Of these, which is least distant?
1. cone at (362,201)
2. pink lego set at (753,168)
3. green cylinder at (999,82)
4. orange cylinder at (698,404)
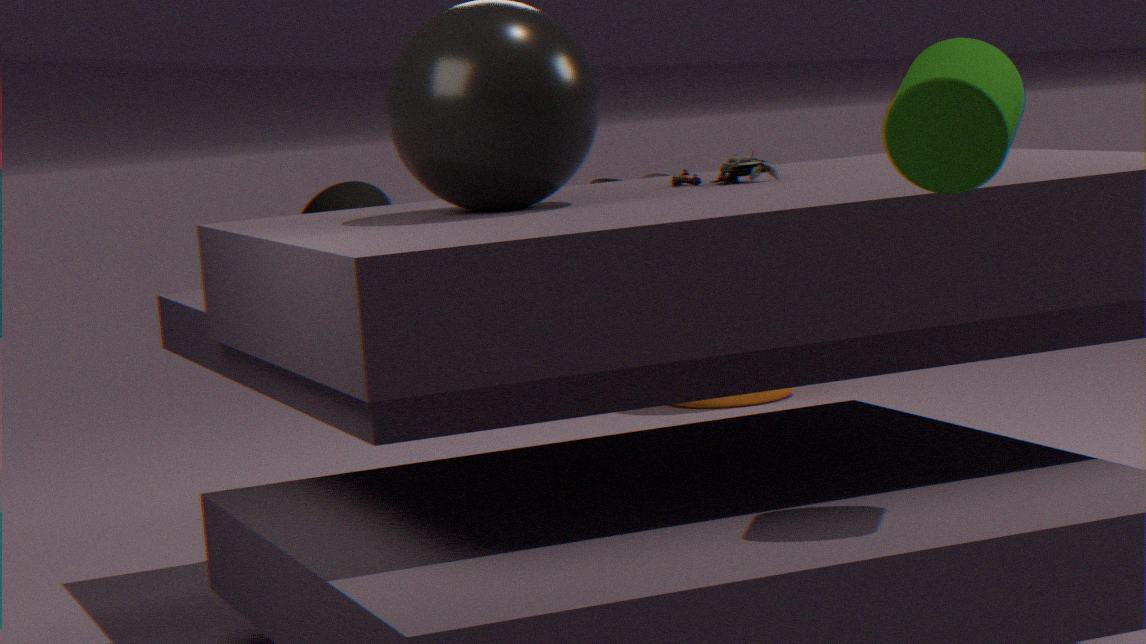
green cylinder at (999,82)
